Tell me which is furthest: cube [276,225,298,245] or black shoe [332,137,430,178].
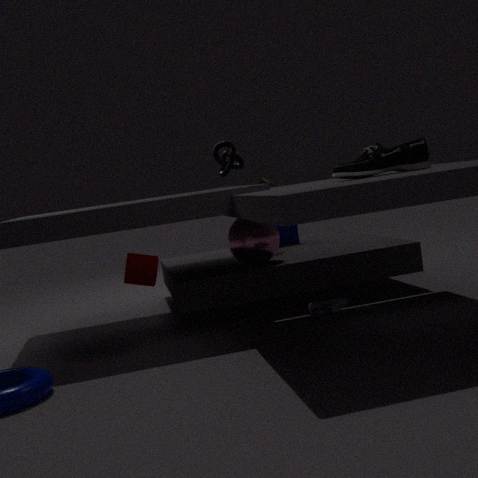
cube [276,225,298,245]
